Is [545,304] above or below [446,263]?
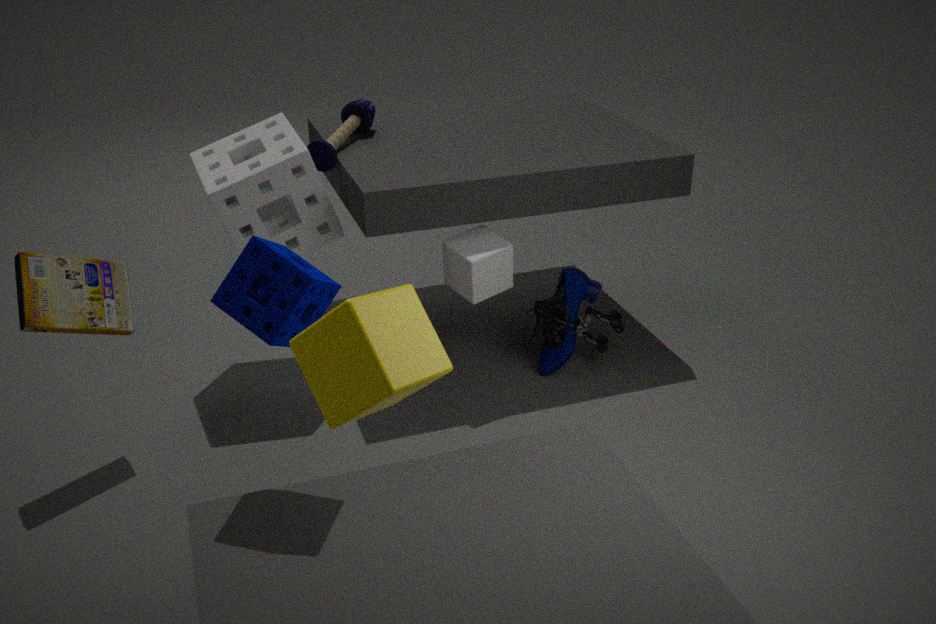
below
